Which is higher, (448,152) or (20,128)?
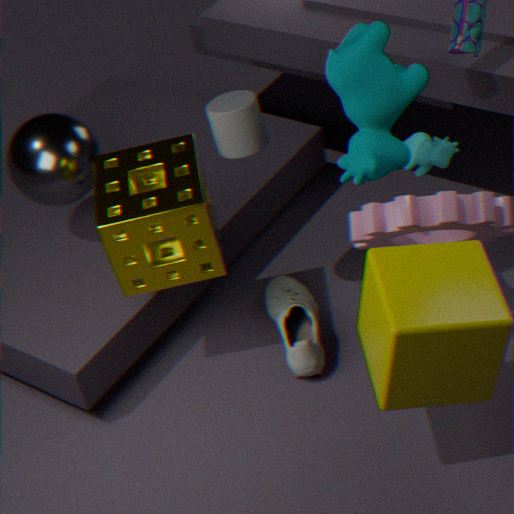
(20,128)
